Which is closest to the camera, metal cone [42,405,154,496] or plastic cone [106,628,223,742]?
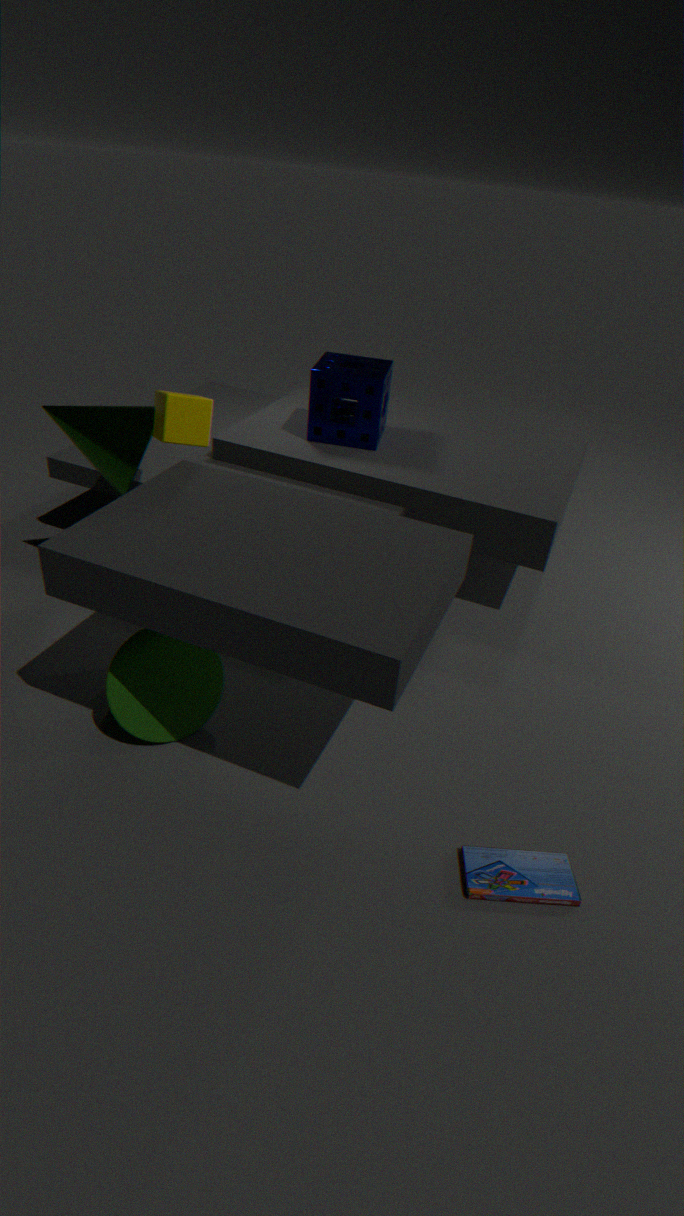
plastic cone [106,628,223,742]
